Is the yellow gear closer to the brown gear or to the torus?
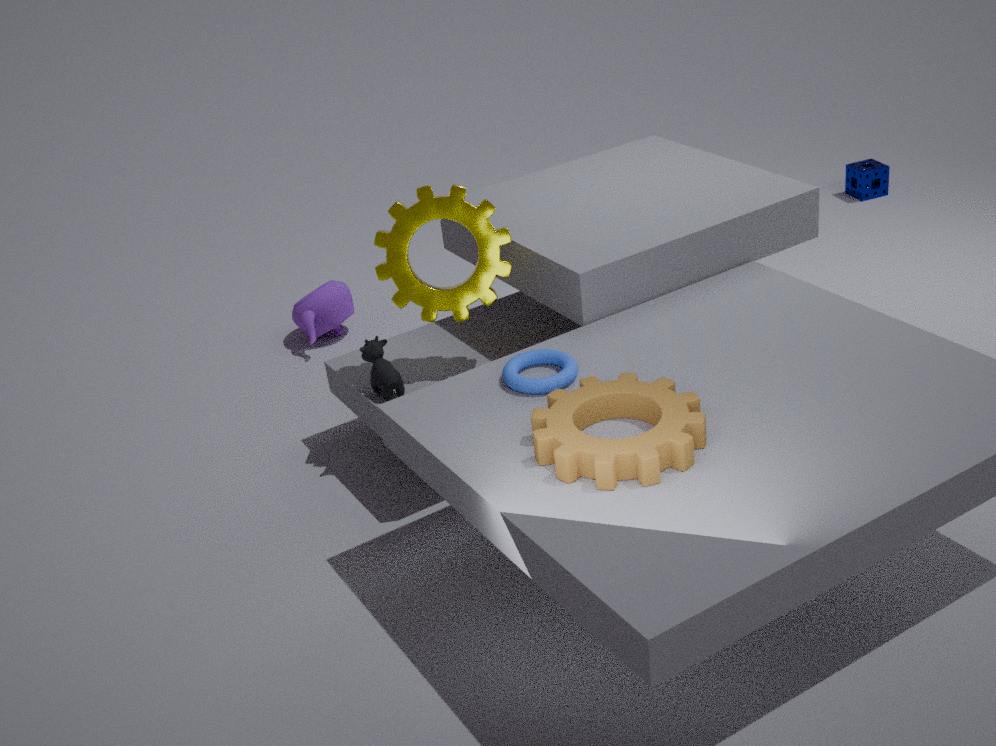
the torus
